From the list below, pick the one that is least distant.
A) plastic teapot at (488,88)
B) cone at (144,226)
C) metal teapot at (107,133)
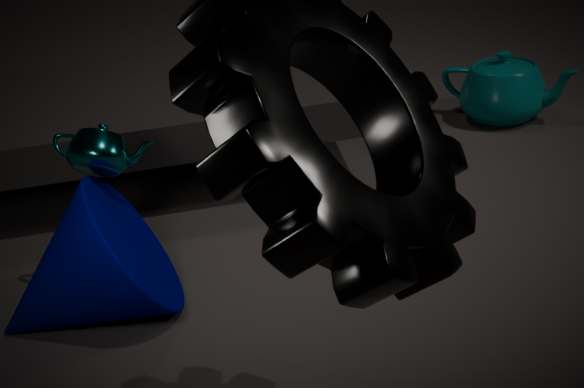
cone at (144,226)
